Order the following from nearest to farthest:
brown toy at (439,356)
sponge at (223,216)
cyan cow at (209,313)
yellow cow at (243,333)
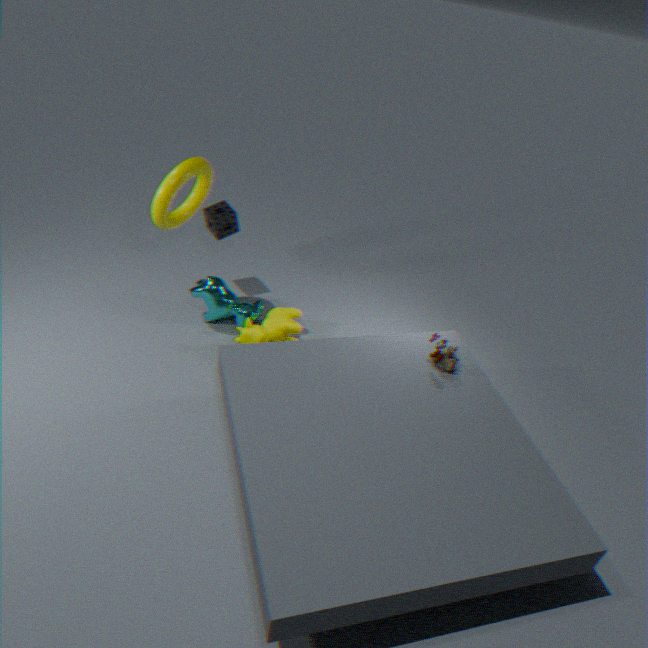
brown toy at (439,356) → yellow cow at (243,333) → cyan cow at (209,313) → sponge at (223,216)
